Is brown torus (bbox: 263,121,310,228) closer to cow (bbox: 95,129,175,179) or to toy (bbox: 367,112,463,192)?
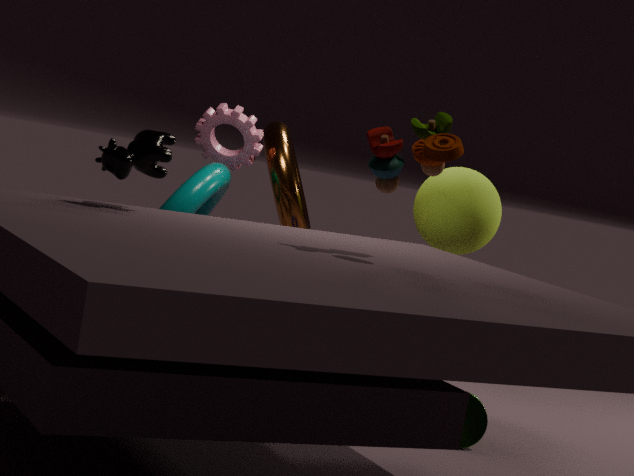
cow (bbox: 95,129,175,179)
